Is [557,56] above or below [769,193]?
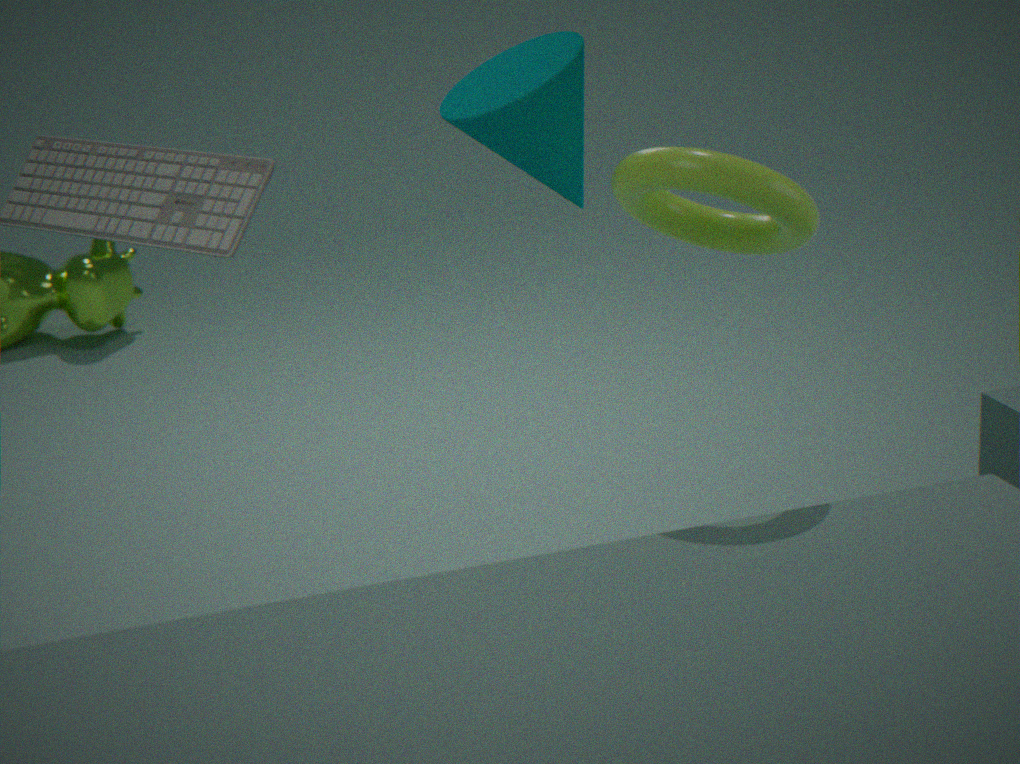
above
